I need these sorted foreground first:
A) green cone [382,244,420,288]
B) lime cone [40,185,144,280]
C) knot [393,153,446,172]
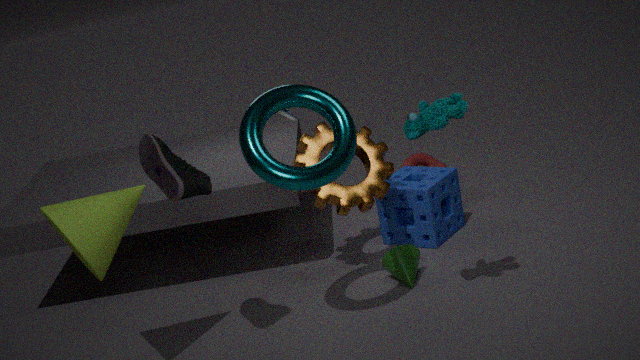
lime cone [40,185,144,280] < green cone [382,244,420,288] < knot [393,153,446,172]
